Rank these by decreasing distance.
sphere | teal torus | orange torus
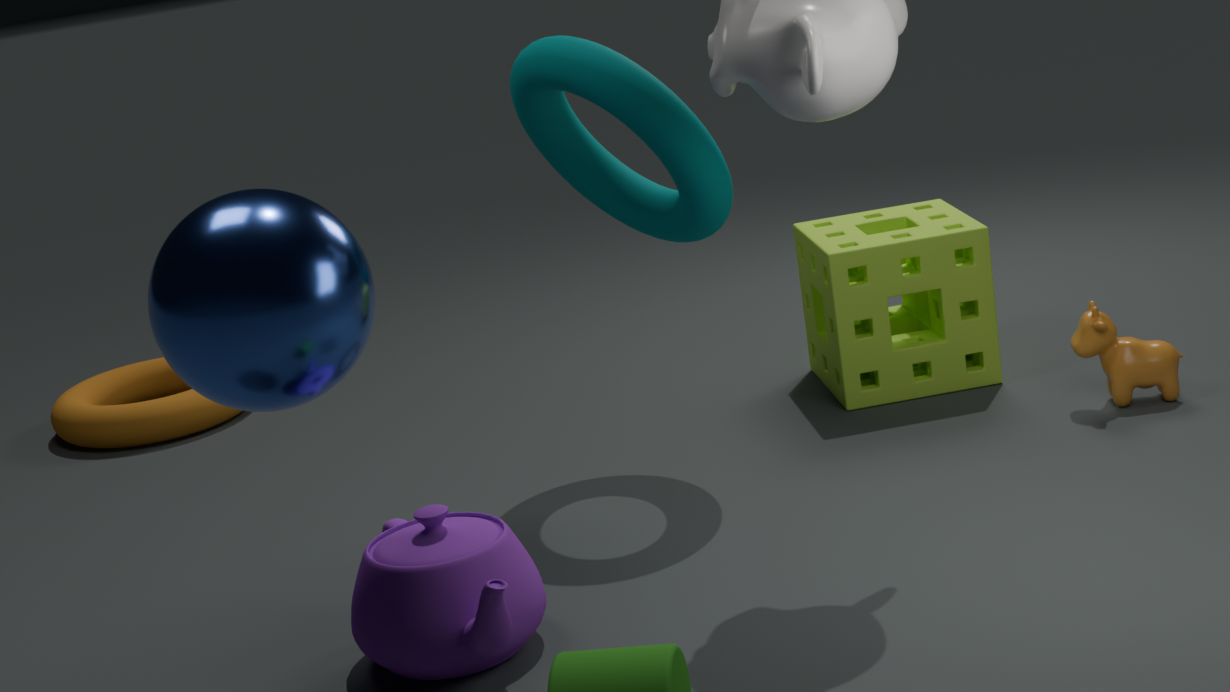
orange torus < teal torus < sphere
